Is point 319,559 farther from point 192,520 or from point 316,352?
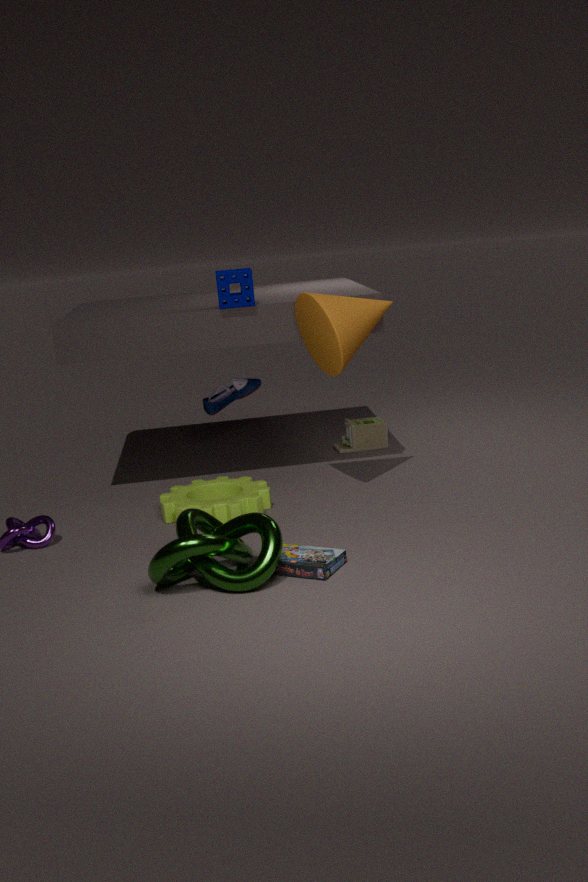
point 316,352
